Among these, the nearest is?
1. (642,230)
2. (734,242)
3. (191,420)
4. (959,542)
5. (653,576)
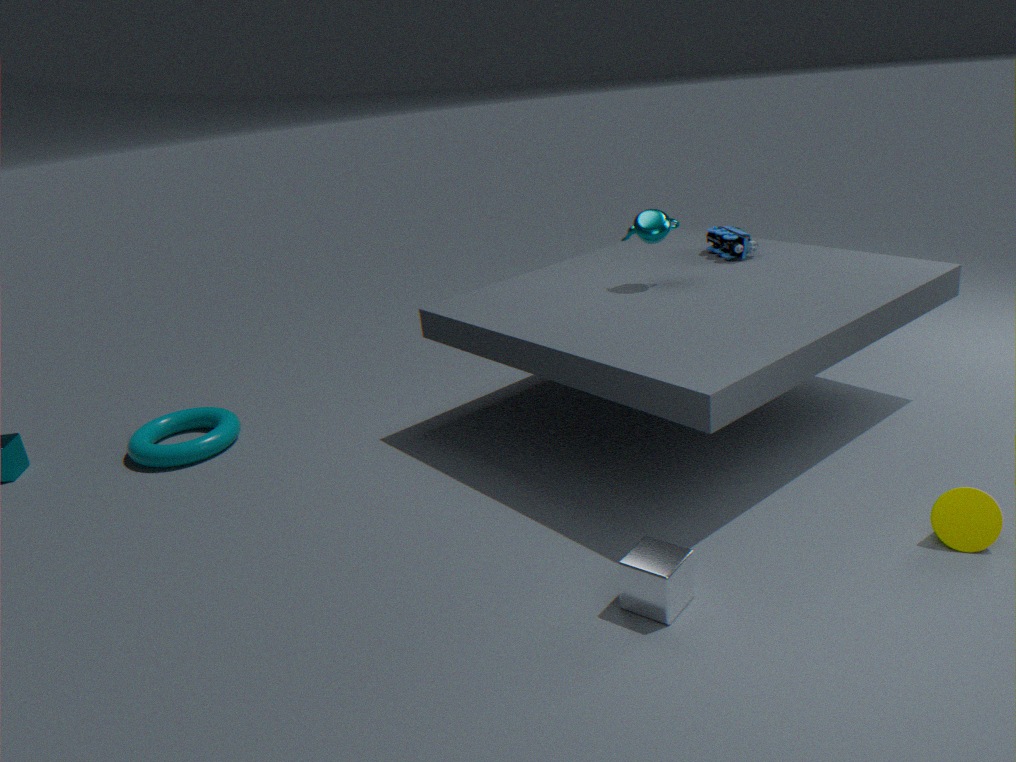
(653,576)
